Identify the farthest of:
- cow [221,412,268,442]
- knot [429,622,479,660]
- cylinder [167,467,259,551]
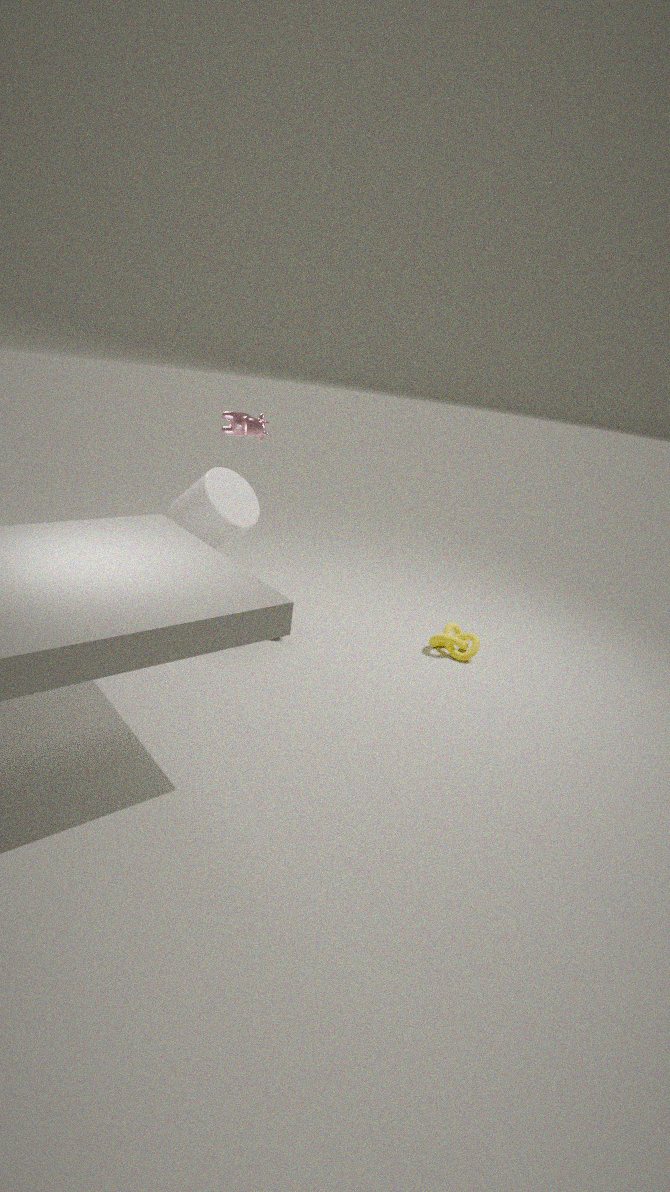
knot [429,622,479,660]
